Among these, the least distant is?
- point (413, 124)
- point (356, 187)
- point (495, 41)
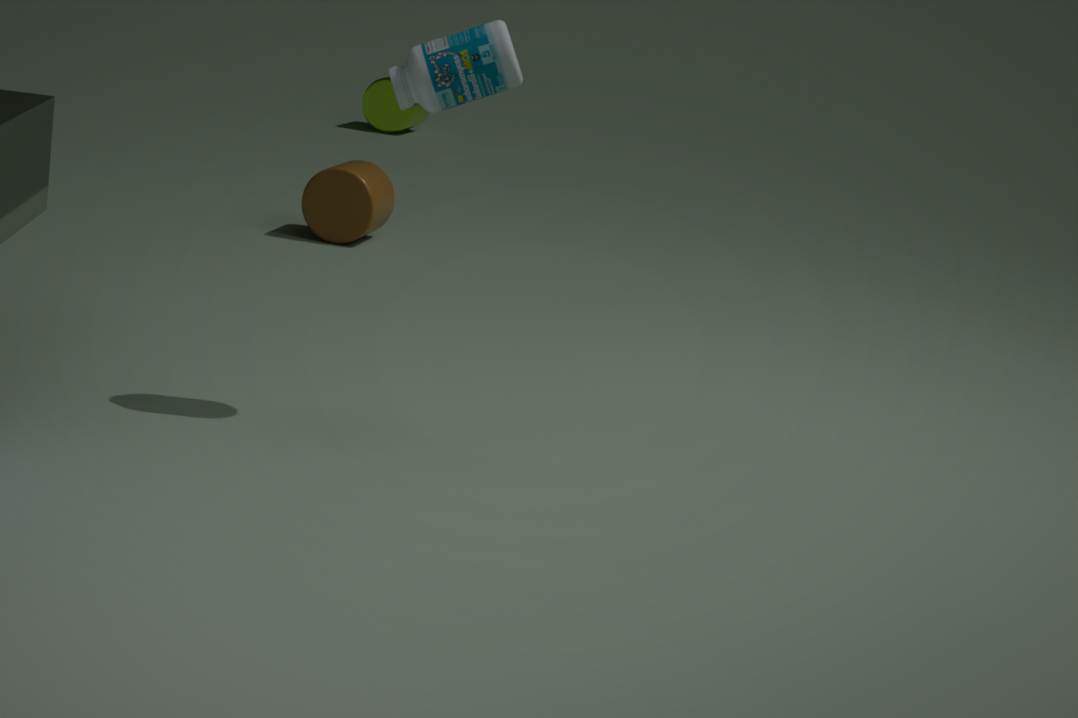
point (495, 41)
